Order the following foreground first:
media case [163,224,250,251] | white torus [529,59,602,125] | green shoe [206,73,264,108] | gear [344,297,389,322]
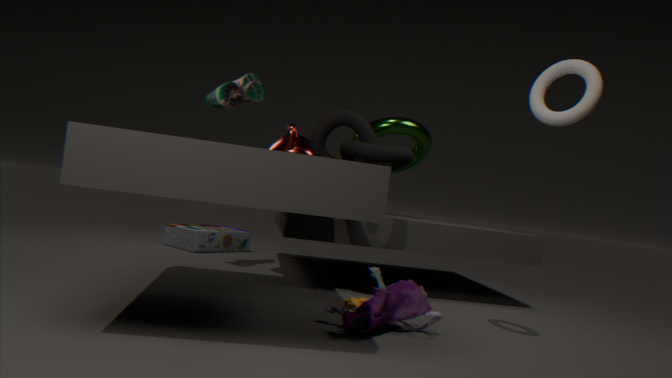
1. white torus [529,59,602,125]
2. gear [344,297,389,322]
3. green shoe [206,73,264,108]
4. media case [163,224,250,251]
